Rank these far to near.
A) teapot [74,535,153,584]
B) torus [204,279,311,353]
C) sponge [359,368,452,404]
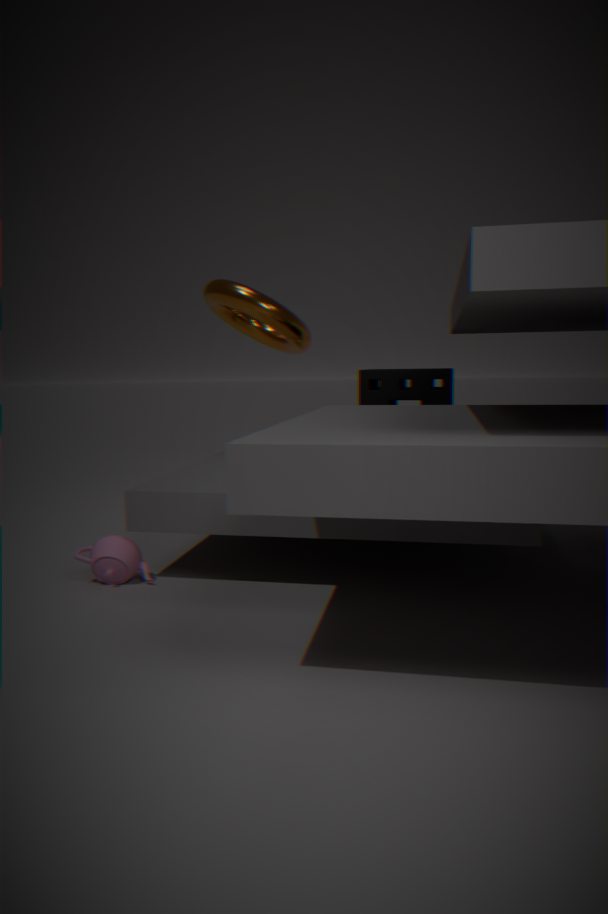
1. torus [204,279,311,353]
2. sponge [359,368,452,404]
3. teapot [74,535,153,584]
